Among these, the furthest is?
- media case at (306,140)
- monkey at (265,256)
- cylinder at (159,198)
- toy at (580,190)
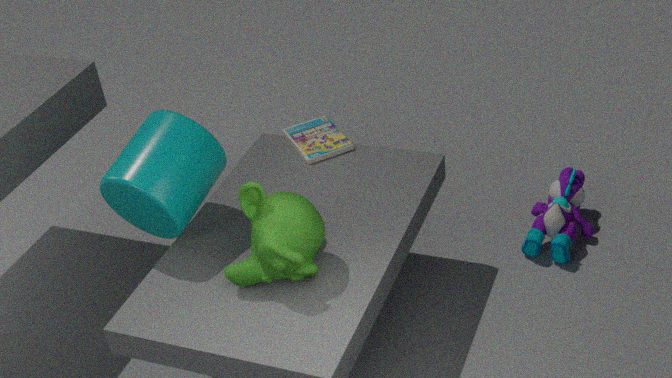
toy at (580,190)
